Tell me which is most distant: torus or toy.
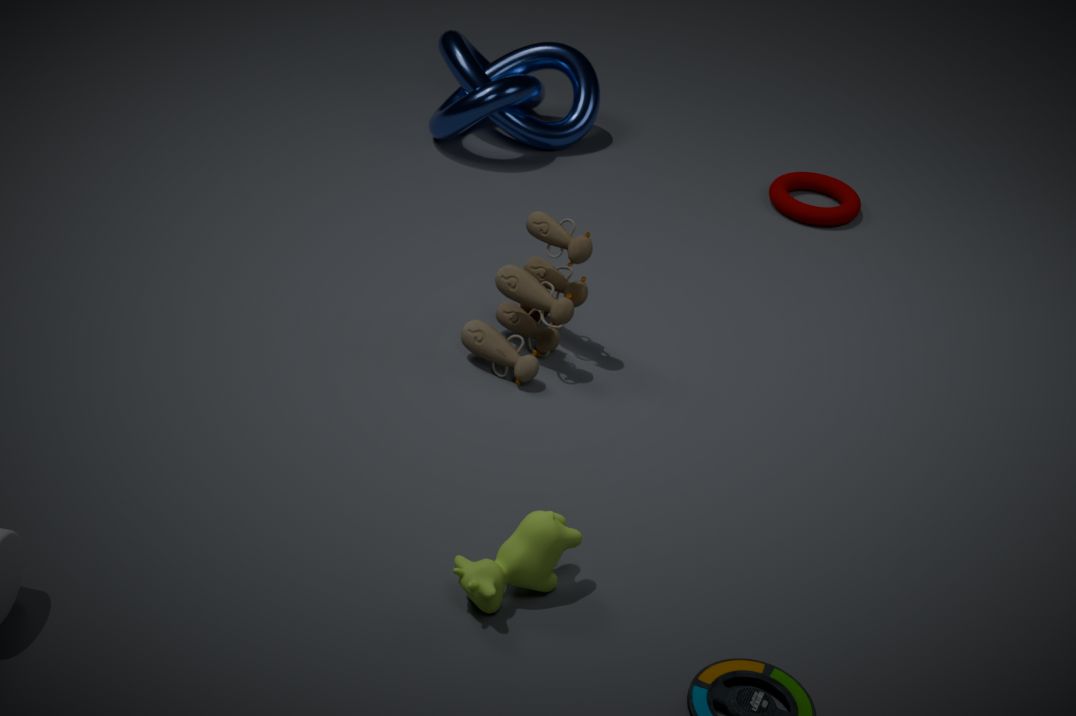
torus
